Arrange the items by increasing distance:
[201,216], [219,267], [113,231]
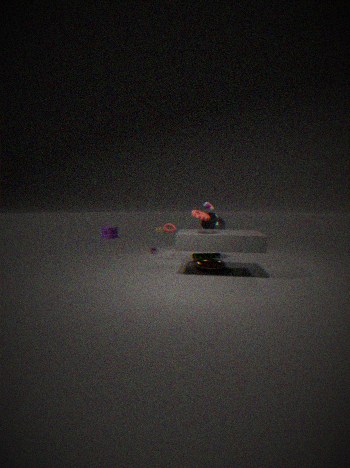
[201,216], [219,267], [113,231]
